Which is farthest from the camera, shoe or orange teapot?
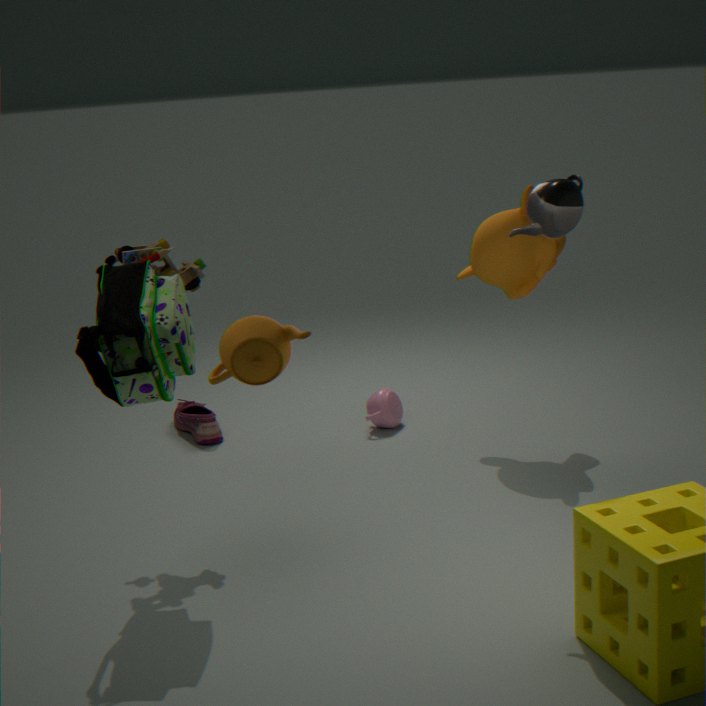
shoe
